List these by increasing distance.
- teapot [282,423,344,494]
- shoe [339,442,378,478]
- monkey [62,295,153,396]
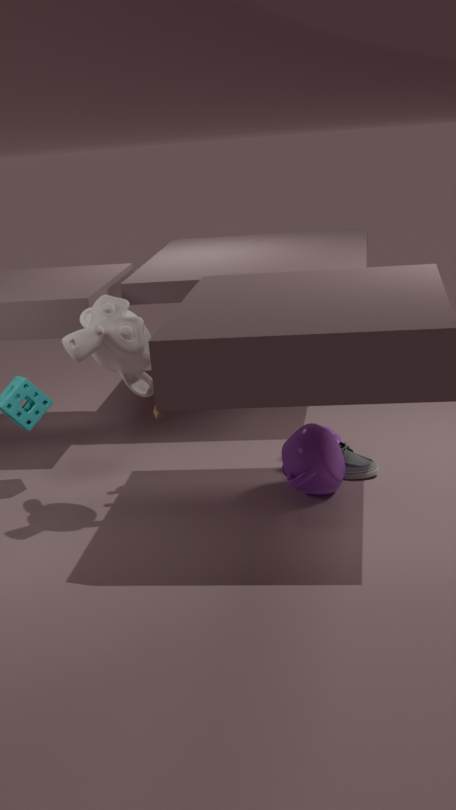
monkey [62,295,153,396]
teapot [282,423,344,494]
shoe [339,442,378,478]
